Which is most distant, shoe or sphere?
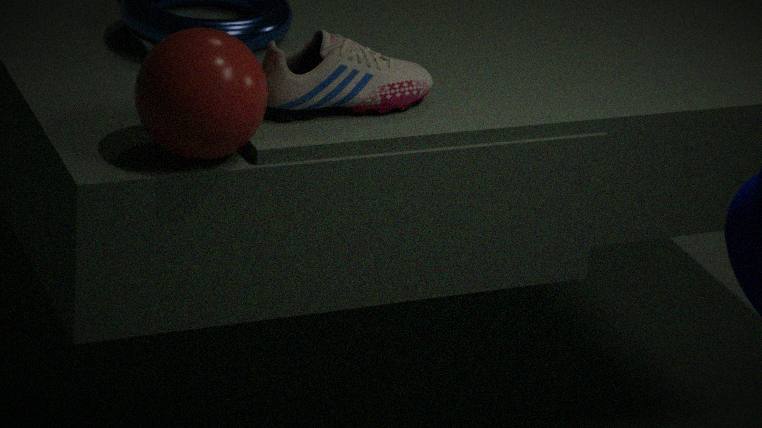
shoe
